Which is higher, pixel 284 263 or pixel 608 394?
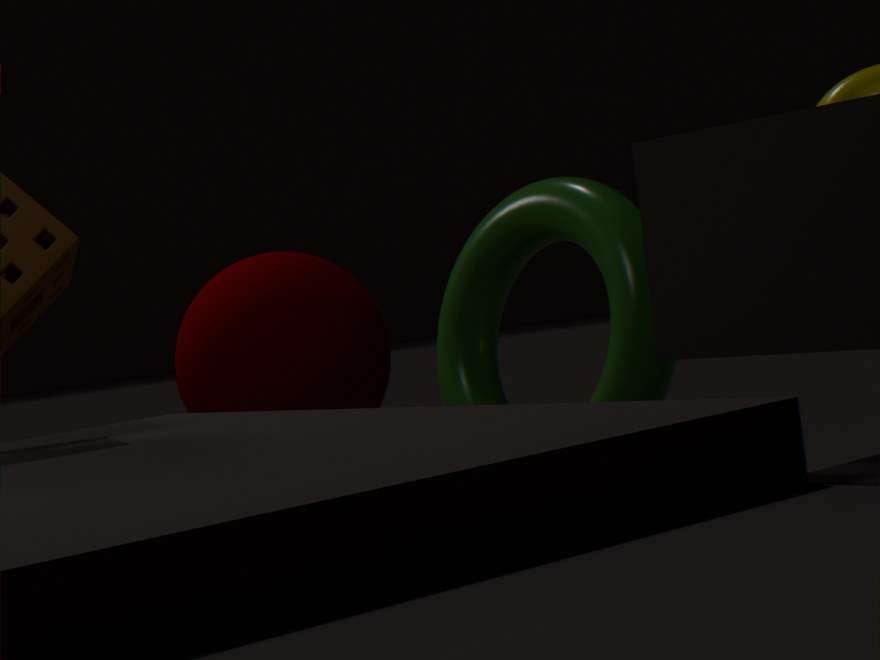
pixel 284 263
